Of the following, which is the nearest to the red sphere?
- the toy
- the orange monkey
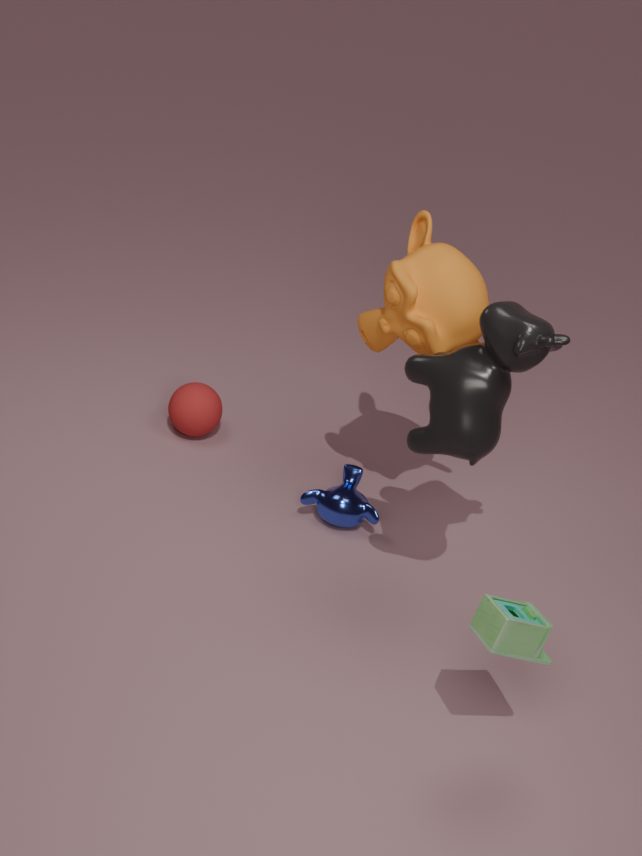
the orange monkey
